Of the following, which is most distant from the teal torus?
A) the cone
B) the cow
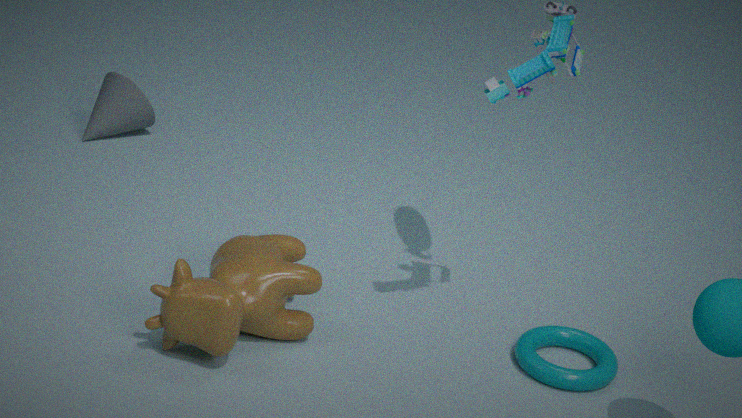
the cone
